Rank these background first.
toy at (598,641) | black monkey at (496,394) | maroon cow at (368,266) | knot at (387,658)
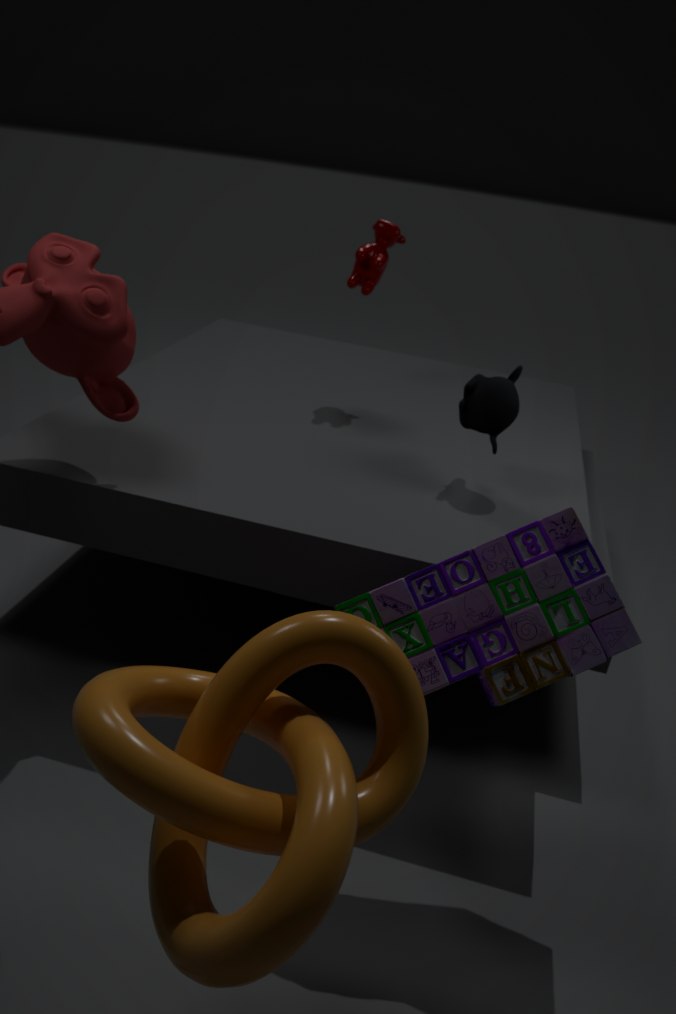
maroon cow at (368,266) < black monkey at (496,394) < toy at (598,641) < knot at (387,658)
